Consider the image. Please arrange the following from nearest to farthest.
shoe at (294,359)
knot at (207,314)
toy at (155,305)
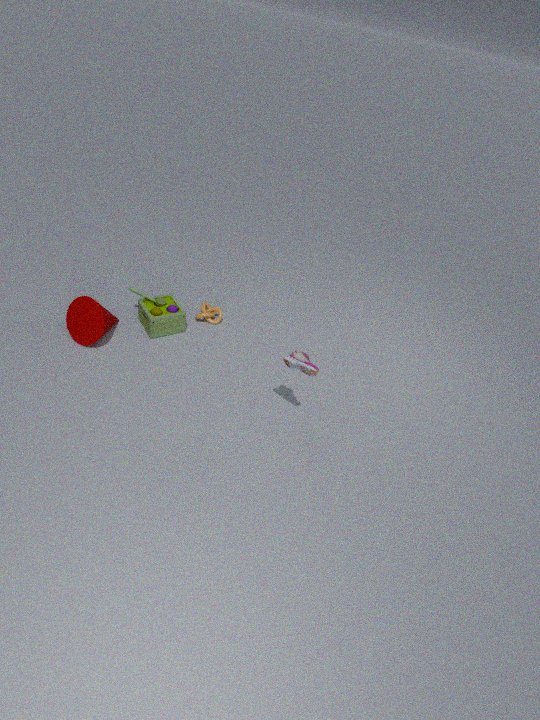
shoe at (294,359), toy at (155,305), knot at (207,314)
